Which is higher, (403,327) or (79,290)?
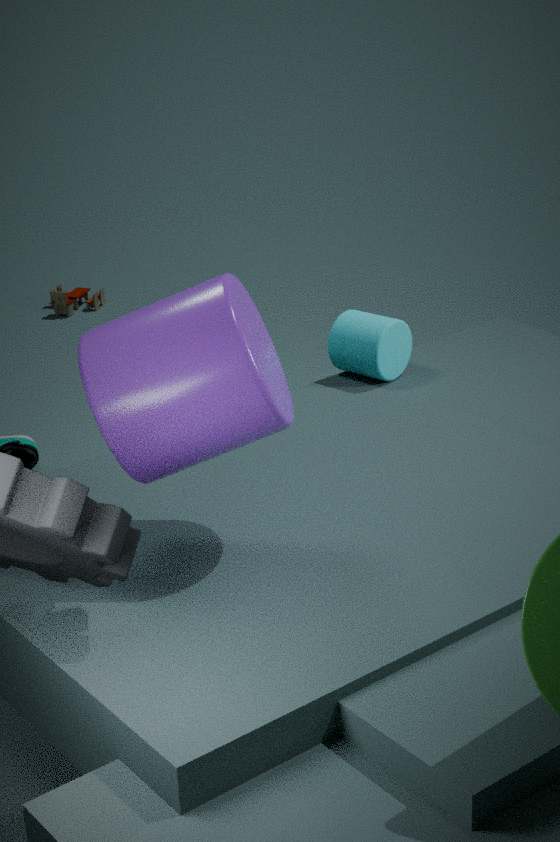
(403,327)
